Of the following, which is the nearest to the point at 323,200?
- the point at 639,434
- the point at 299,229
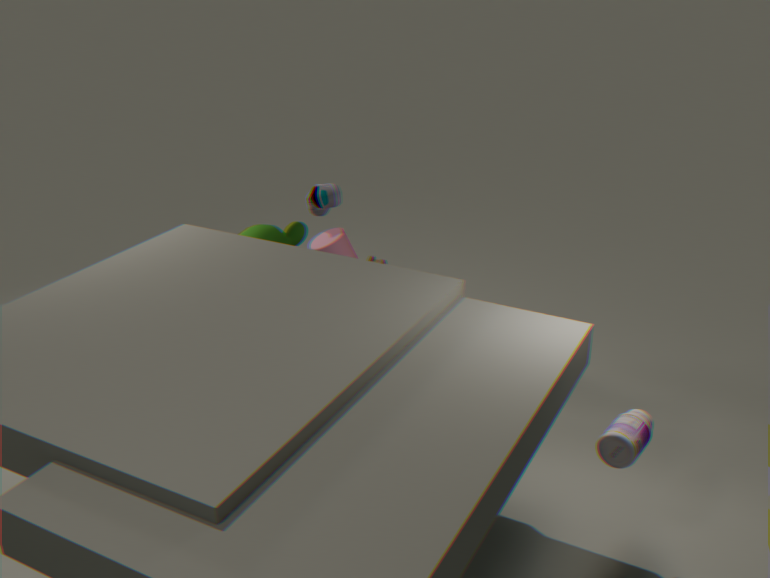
the point at 299,229
